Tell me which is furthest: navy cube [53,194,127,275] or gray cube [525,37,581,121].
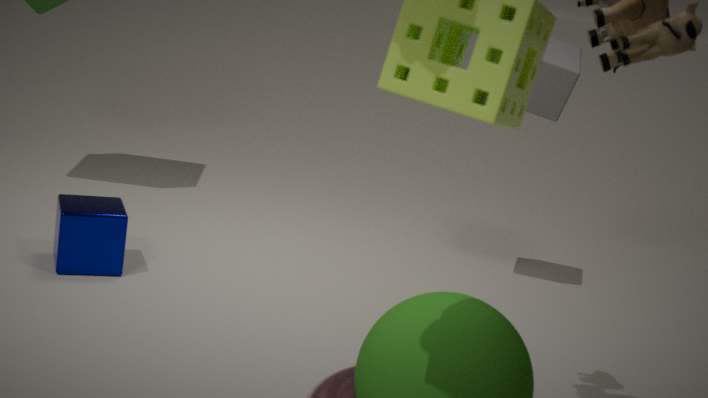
gray cube [525,37,581,121]
